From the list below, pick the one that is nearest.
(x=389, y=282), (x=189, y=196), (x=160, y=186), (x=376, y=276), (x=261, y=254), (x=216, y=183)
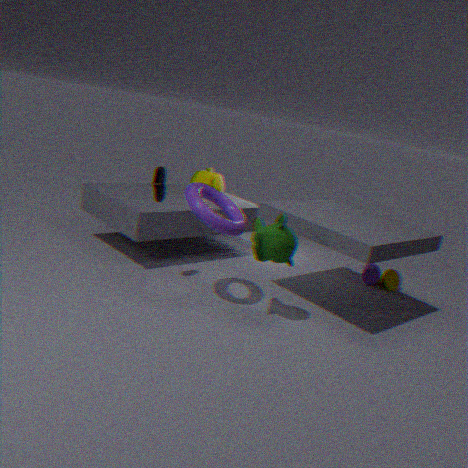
(x=189, y=196)
